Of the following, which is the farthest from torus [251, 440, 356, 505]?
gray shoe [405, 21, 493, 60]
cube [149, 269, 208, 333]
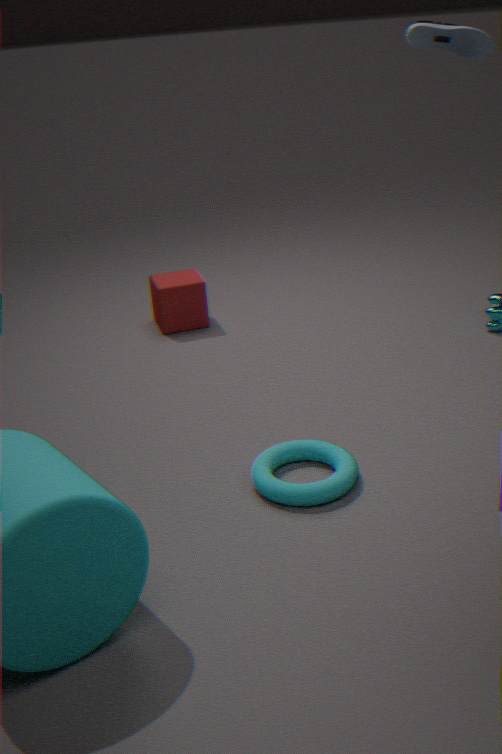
gray shoe [405, 21, 493, 60]
